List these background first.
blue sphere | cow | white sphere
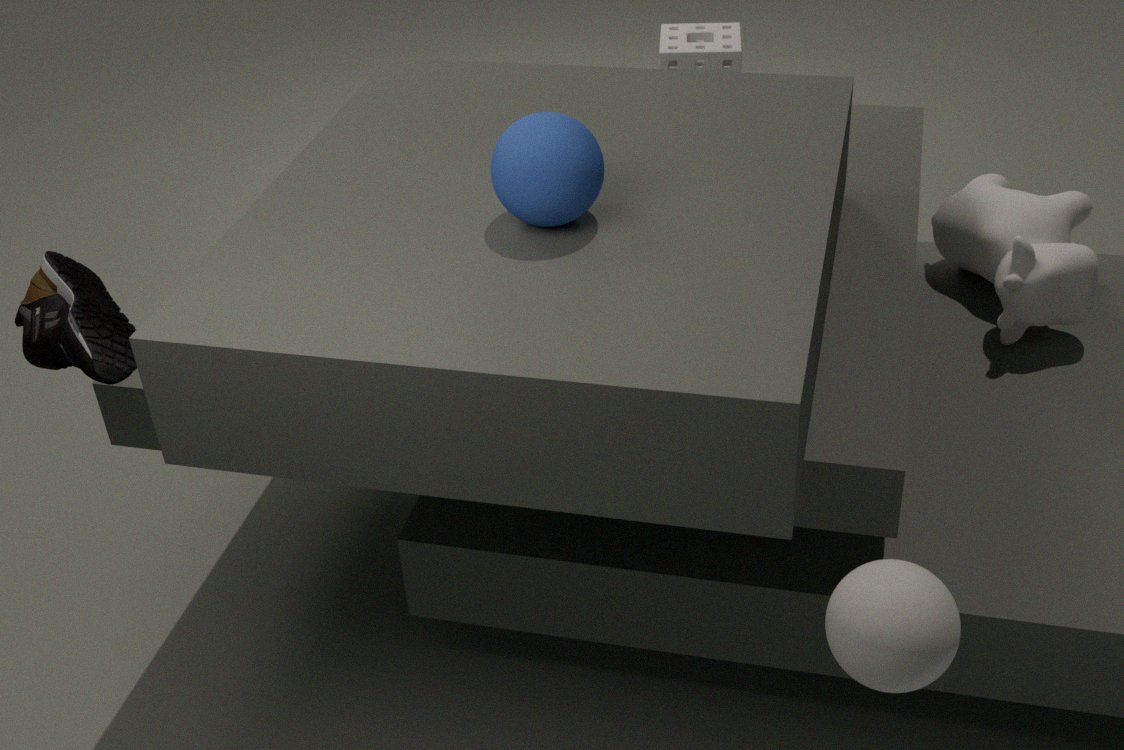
cow → blue sphere → white sphere
